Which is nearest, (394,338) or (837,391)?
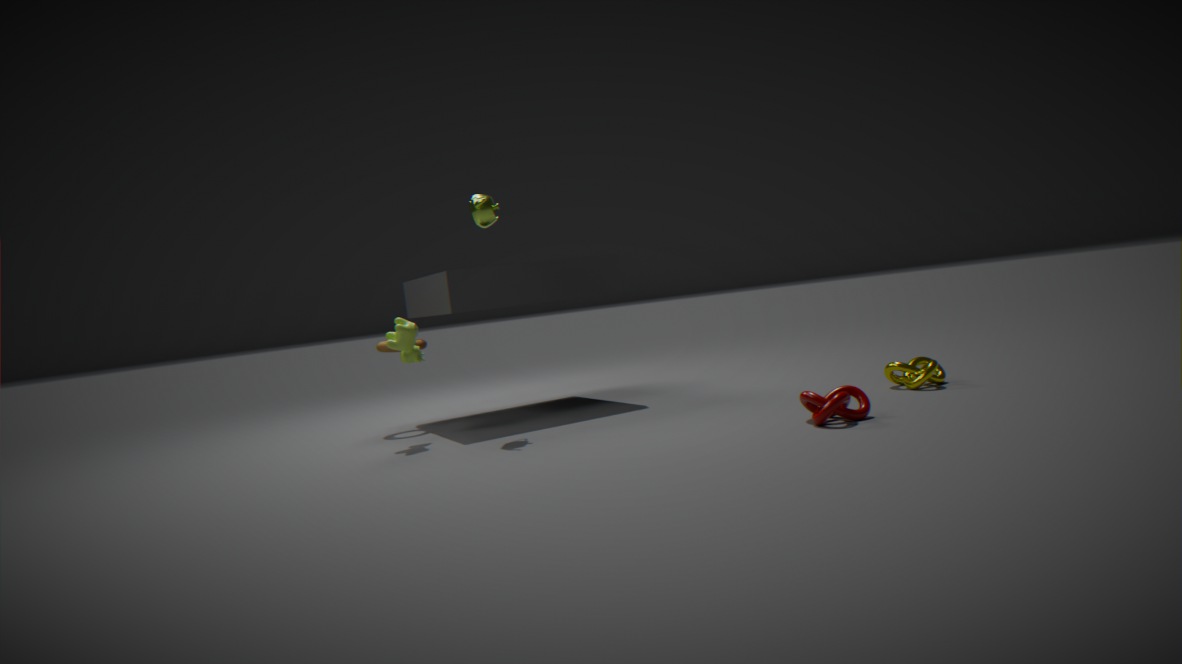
(837,391)
